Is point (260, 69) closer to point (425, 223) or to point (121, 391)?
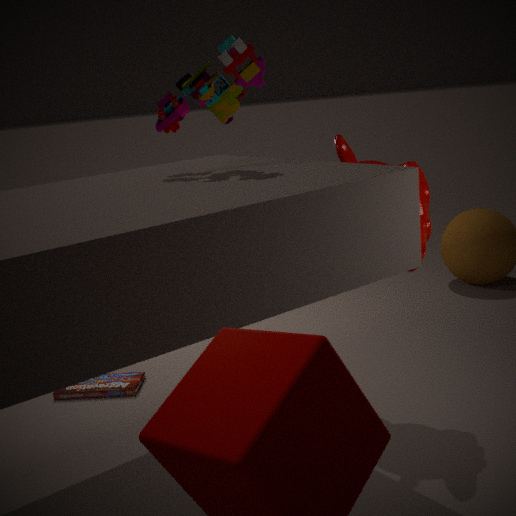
point (425, 223)
